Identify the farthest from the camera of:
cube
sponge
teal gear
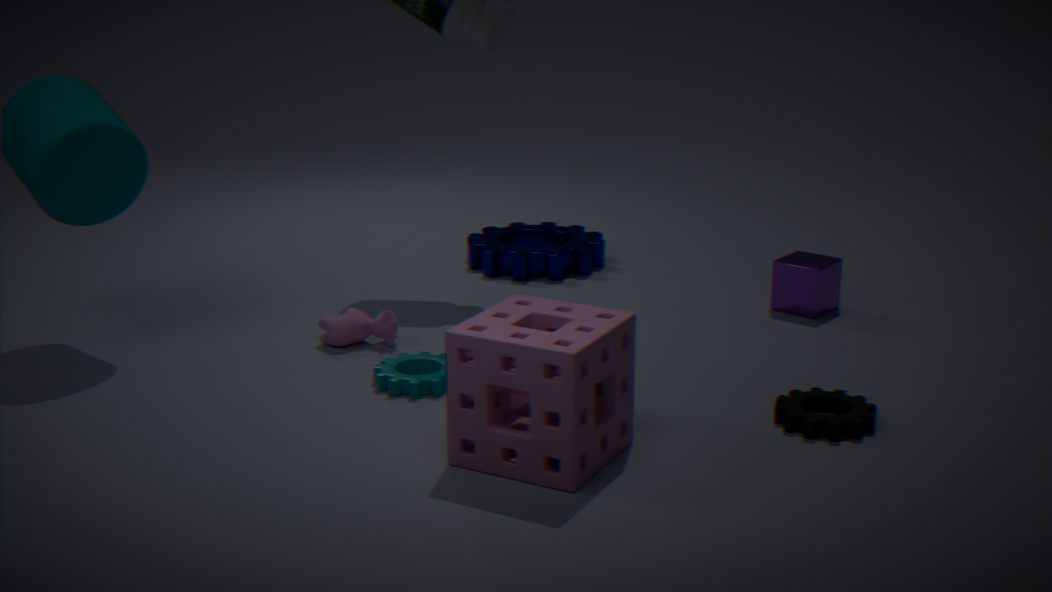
cube
